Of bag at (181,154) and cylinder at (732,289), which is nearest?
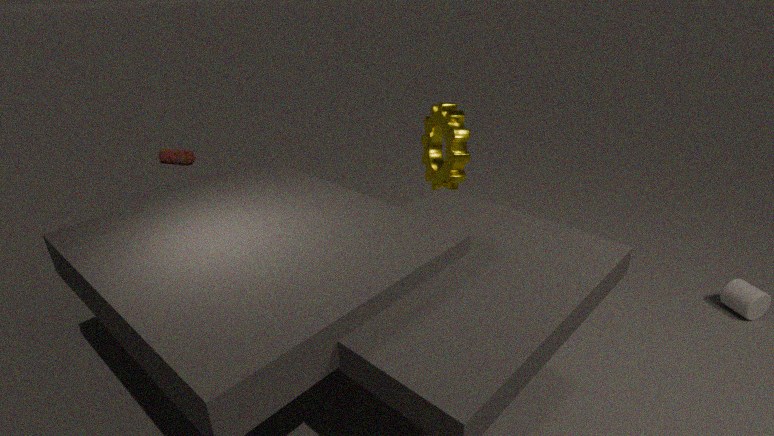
cylinder at (732,289)
